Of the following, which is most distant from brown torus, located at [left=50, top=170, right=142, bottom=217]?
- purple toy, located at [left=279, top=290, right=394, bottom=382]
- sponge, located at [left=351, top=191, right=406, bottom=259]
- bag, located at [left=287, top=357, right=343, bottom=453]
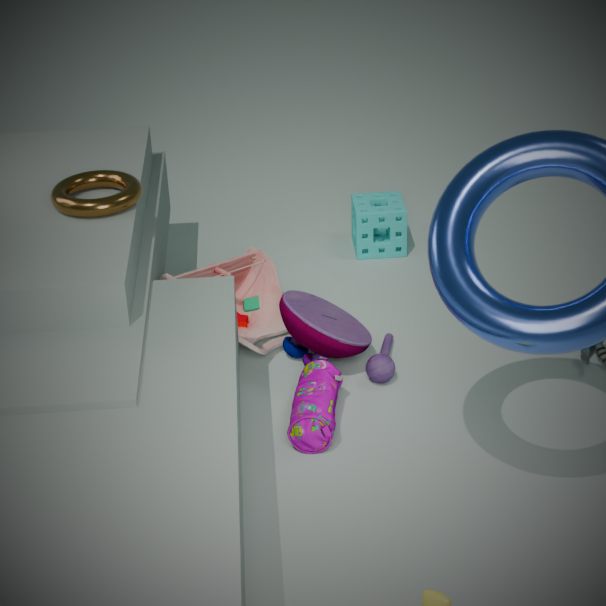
sponge, located at [left=351, top=191, right=406, bottom=259]
